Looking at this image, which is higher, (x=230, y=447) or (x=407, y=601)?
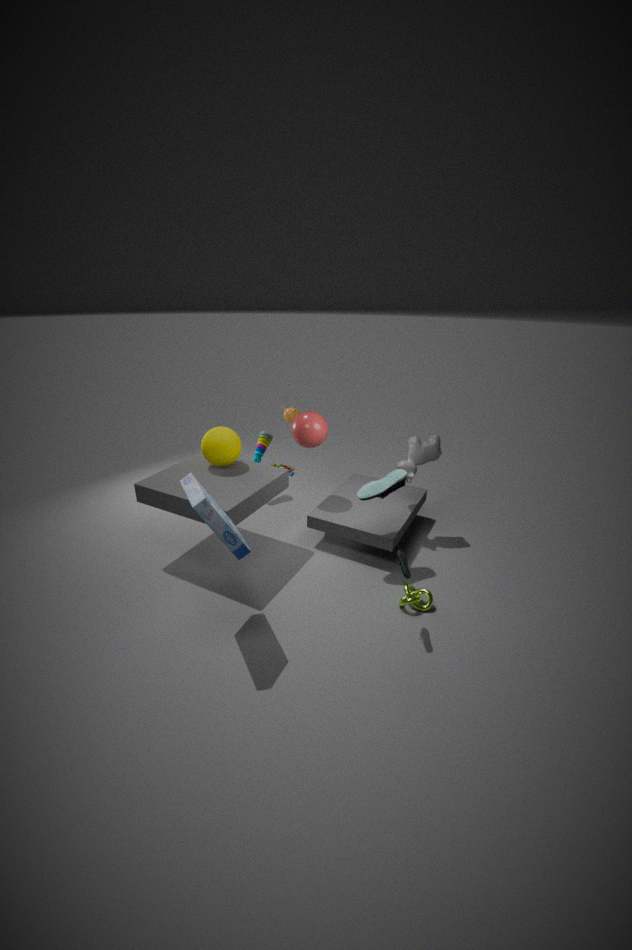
(x=230, y=447)
